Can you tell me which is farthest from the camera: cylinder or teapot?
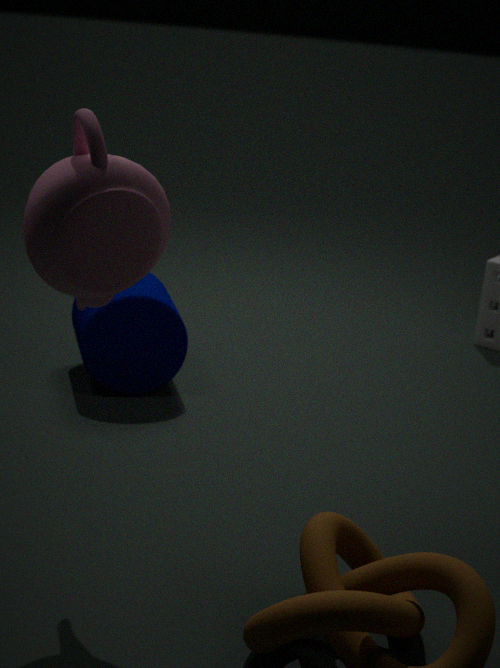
cylinder
